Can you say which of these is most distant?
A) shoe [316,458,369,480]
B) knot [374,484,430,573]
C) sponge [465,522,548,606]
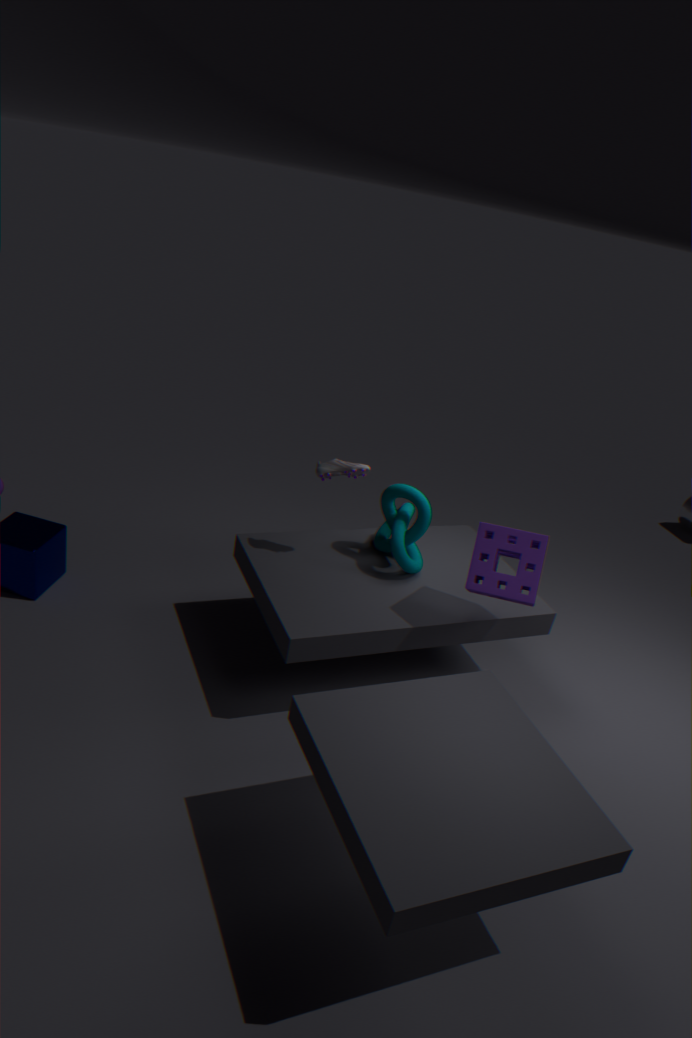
knot [374,484,430,573]
